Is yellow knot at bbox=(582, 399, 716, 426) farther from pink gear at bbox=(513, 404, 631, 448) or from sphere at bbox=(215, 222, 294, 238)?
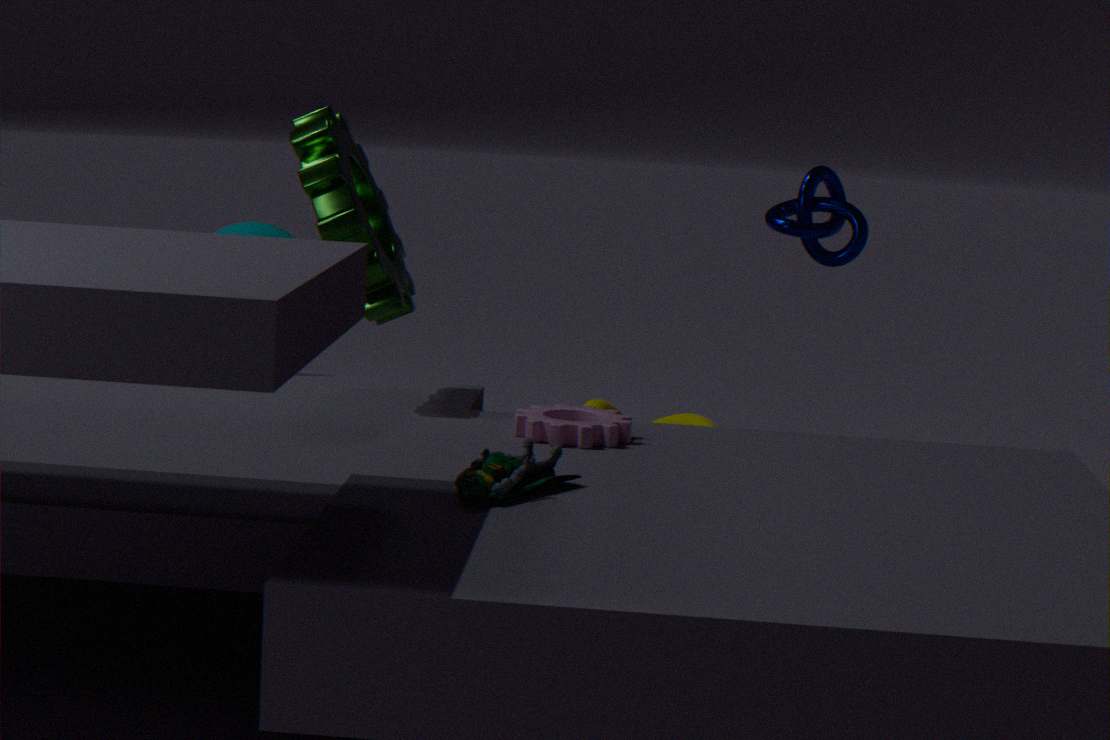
pink gear at bbox=(513, 404, 631, 448)
